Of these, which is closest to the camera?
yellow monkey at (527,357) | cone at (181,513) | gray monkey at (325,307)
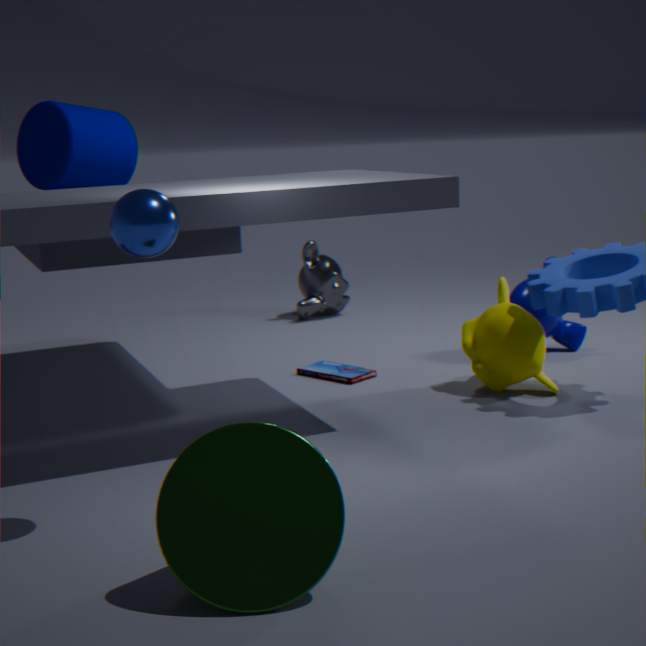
cone at (181,513)
